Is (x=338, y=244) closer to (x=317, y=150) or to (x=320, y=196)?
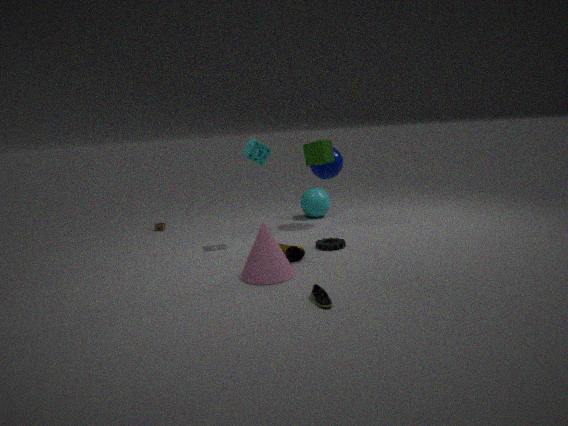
(x=317, y=150)
